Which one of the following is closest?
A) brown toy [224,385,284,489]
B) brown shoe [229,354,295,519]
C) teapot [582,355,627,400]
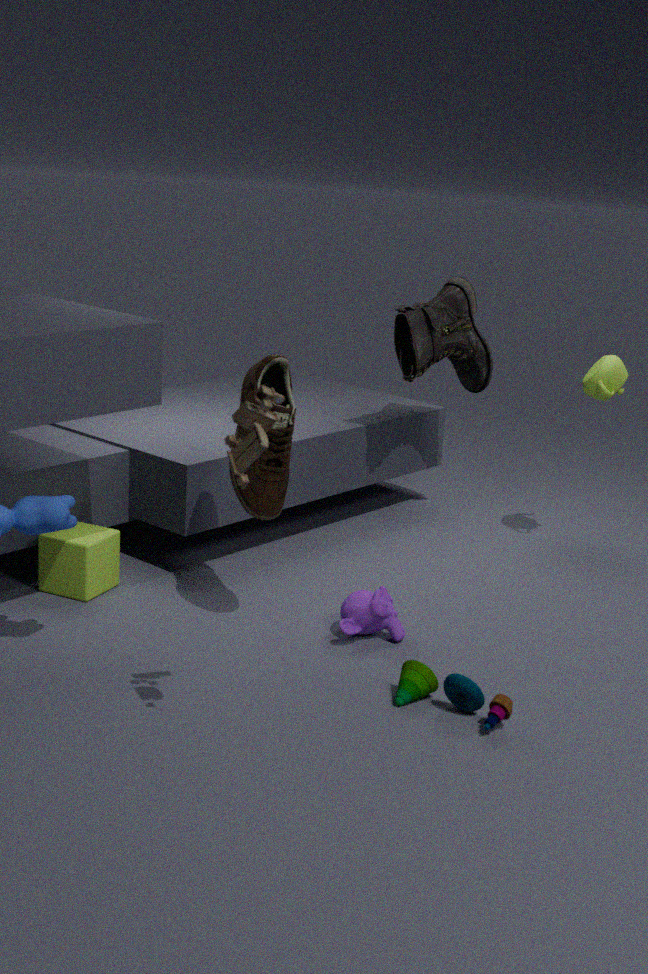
brown toy [224,385,284,489]
